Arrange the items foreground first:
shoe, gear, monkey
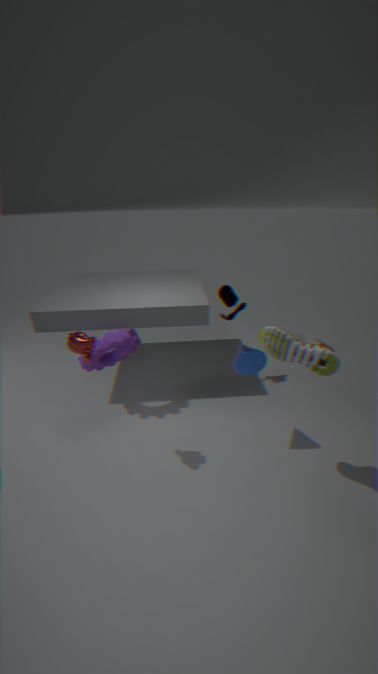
shoe → monkey → gear
